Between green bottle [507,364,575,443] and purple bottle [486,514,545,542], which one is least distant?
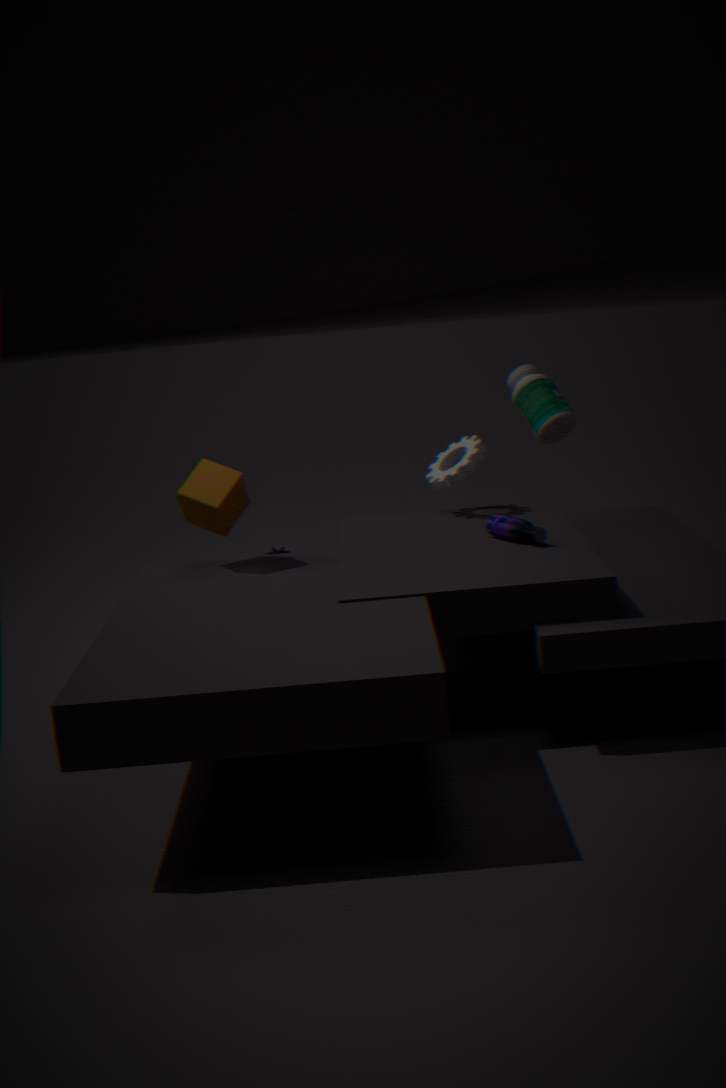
purple bottle [486,514,545,542]
